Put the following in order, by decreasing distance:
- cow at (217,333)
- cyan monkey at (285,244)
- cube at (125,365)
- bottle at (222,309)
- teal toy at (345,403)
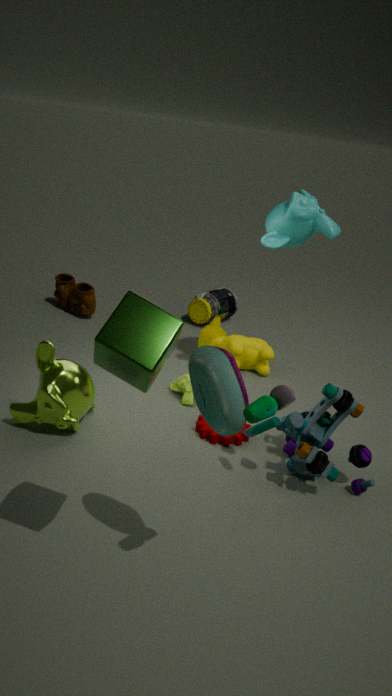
bottle at (222,309) < cow at (217,333) < cyan monkey at (285,244) < teal toy at (345,403) < cube at (125,365)
